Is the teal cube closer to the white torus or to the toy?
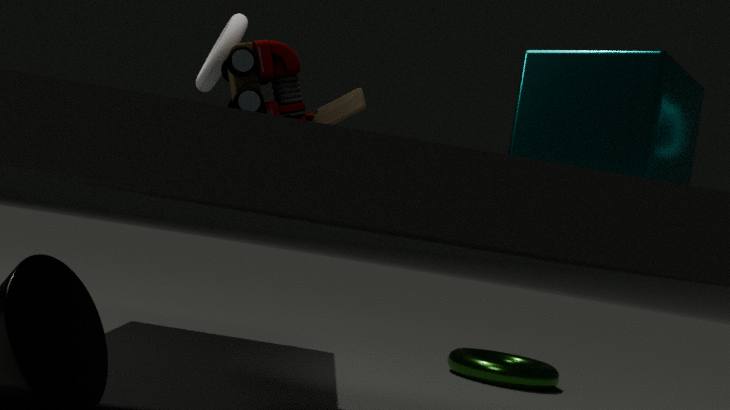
the toy
